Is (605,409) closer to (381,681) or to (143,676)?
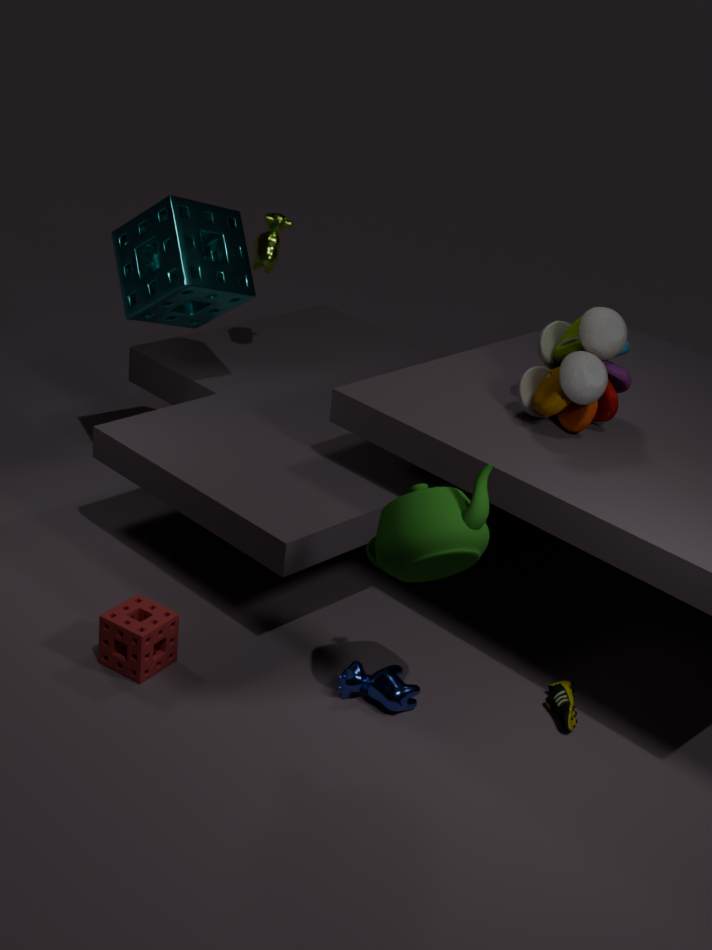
(381,681)
